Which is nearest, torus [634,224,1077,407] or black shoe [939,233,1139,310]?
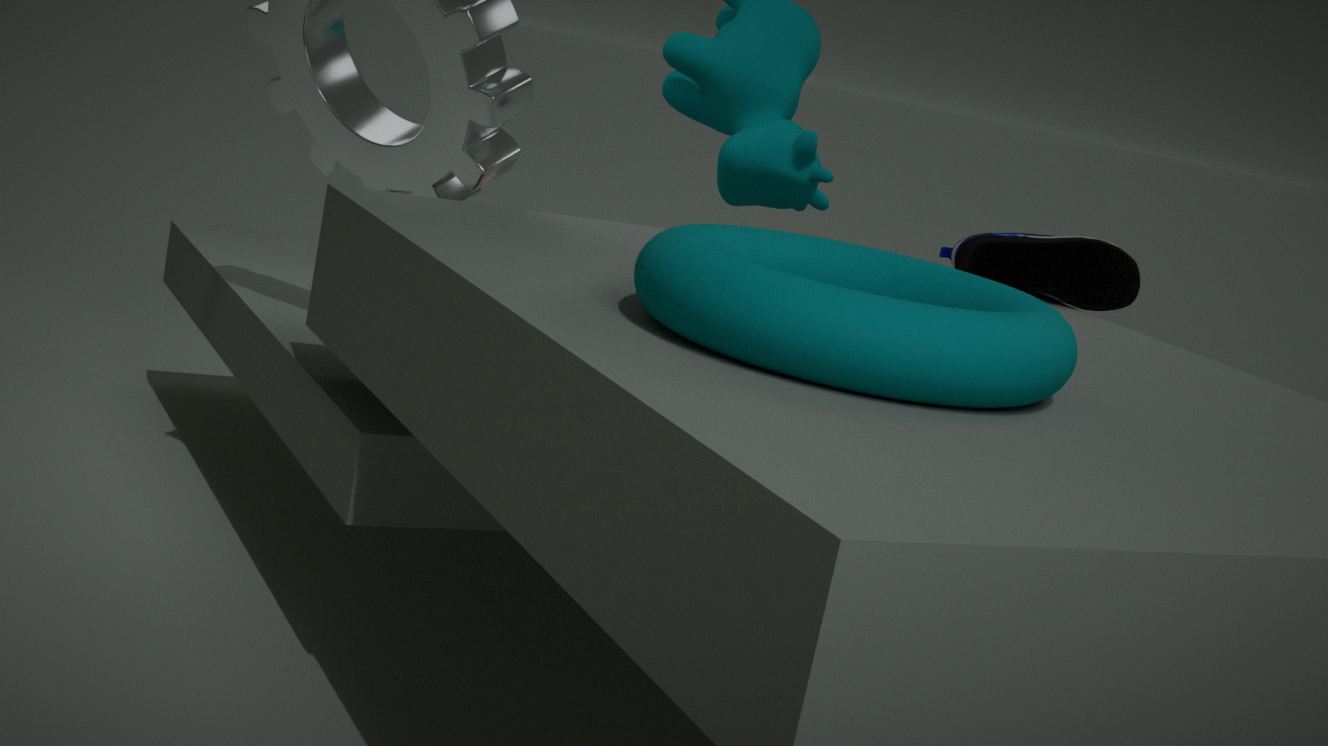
torus [634,224,1077,407]
